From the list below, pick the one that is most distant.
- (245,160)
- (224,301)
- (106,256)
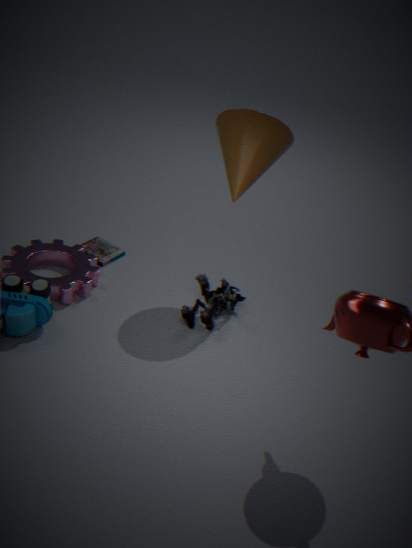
(106,256)
